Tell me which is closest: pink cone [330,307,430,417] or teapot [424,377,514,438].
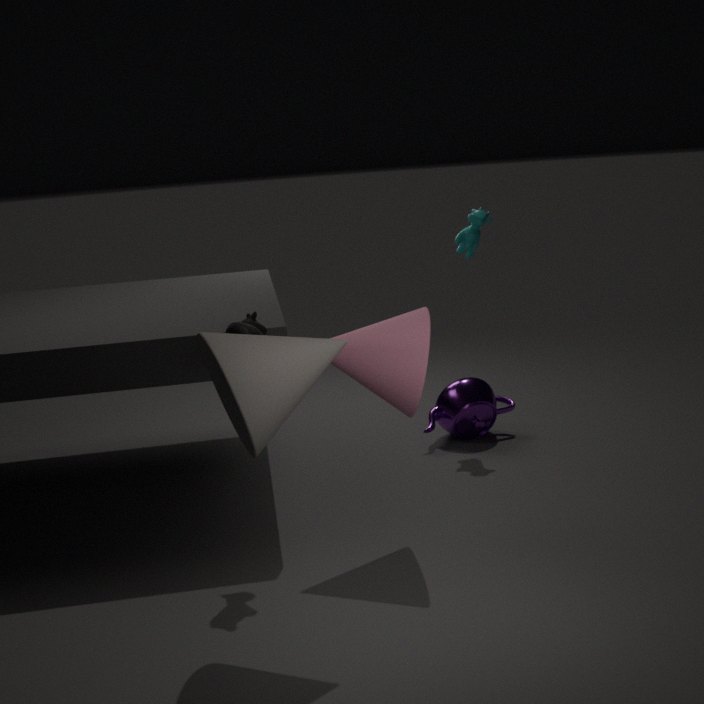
pink cone [330,307,430,417]
